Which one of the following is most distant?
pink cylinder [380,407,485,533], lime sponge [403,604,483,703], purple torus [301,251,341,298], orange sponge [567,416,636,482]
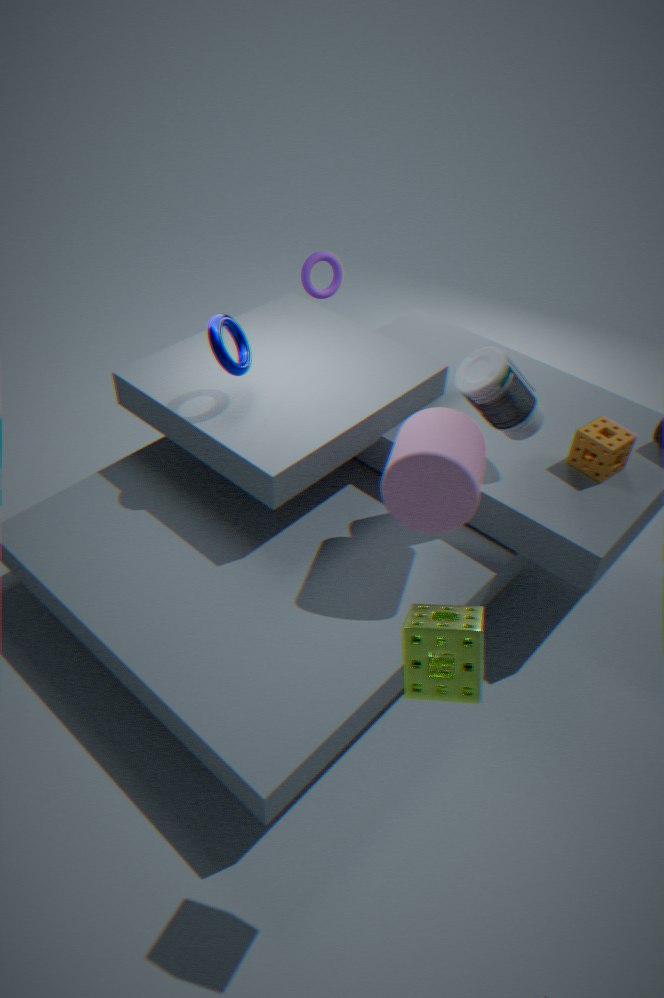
purple torus [301,251,341,298]
